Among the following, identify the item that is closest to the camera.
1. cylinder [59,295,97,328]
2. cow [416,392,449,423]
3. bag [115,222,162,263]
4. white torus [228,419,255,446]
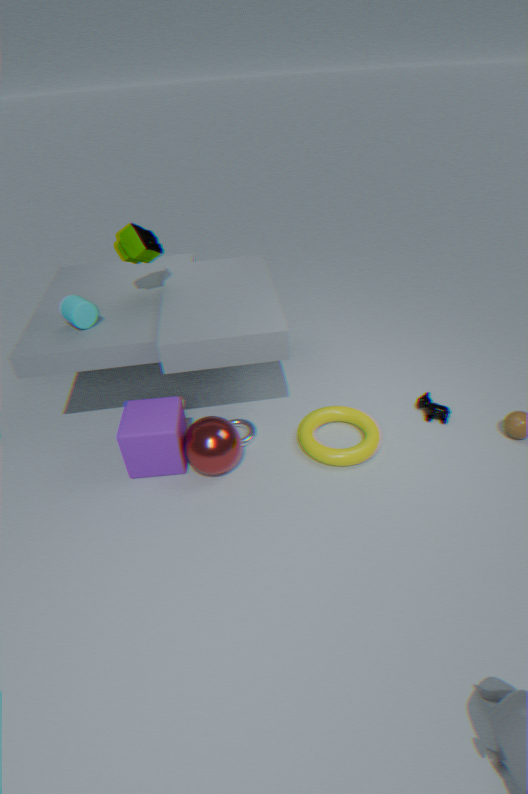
cylinder [59,295,97,328]
